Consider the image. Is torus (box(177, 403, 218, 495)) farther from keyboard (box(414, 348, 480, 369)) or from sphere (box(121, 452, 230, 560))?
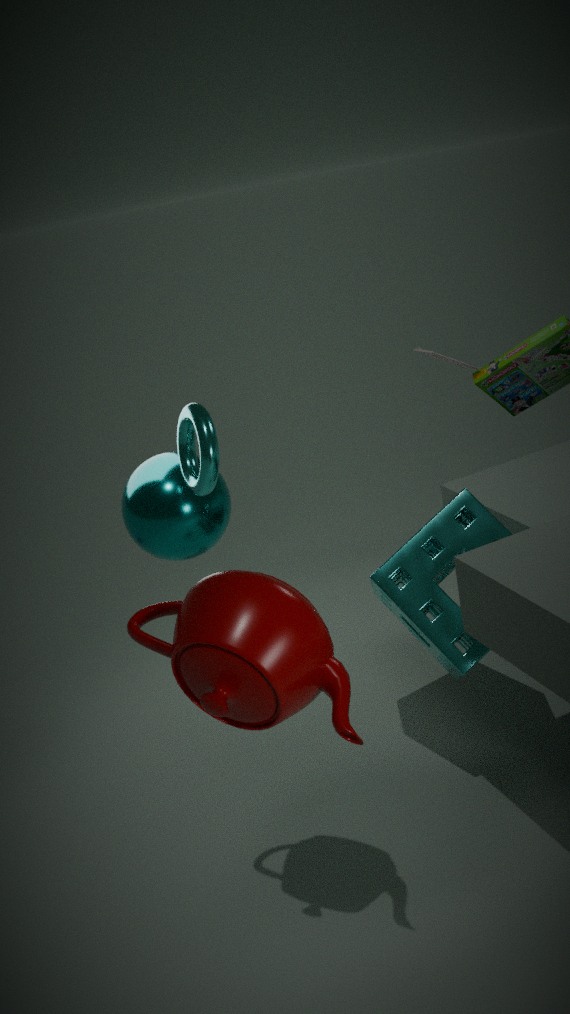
keyboard (box(414, 348, 480, 369))
